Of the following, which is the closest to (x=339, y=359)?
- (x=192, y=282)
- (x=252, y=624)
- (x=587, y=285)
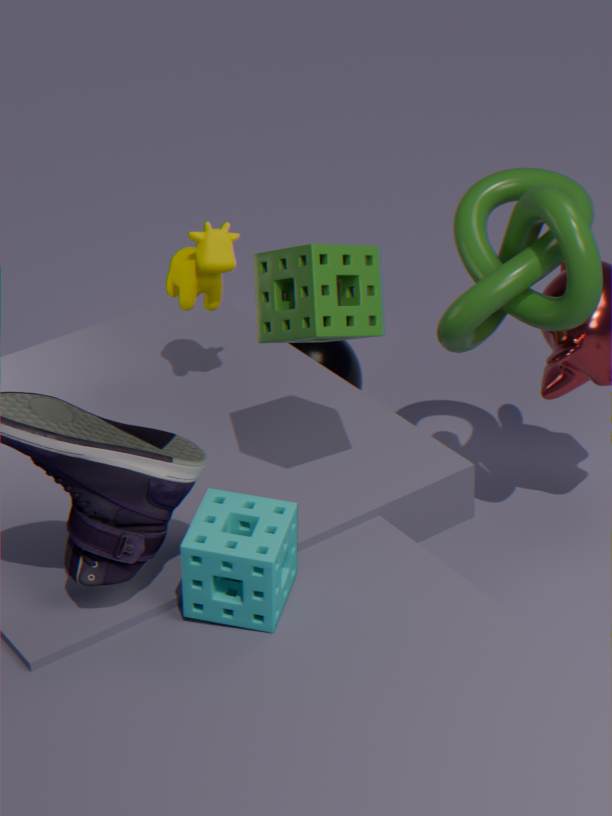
(x=587, y=285)
